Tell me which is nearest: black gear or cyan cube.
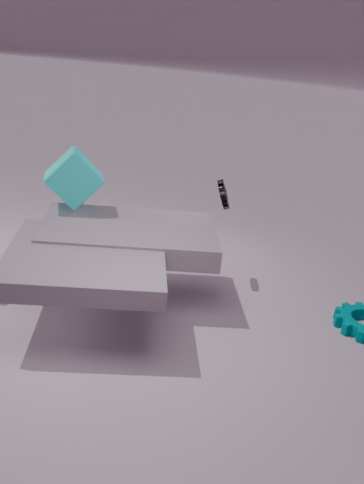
cyan cube
